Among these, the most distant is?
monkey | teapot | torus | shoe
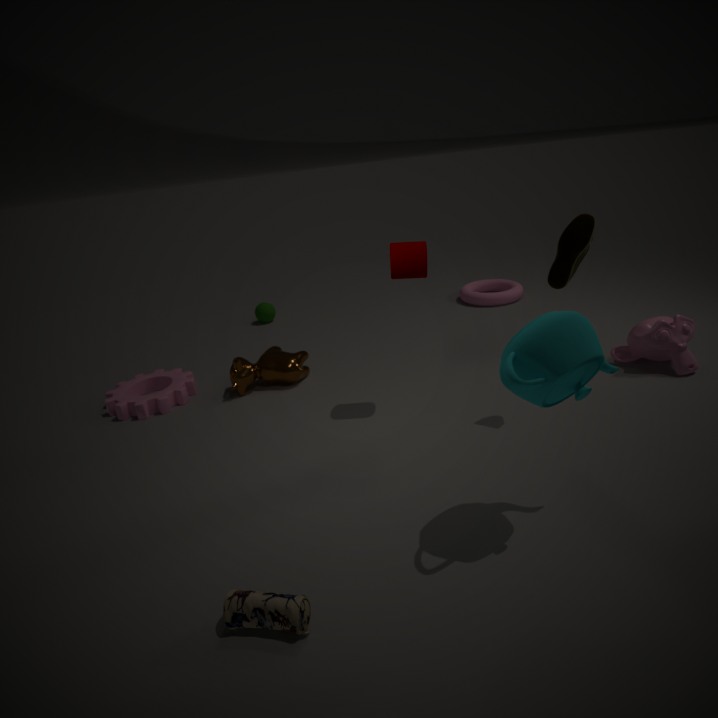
torus
